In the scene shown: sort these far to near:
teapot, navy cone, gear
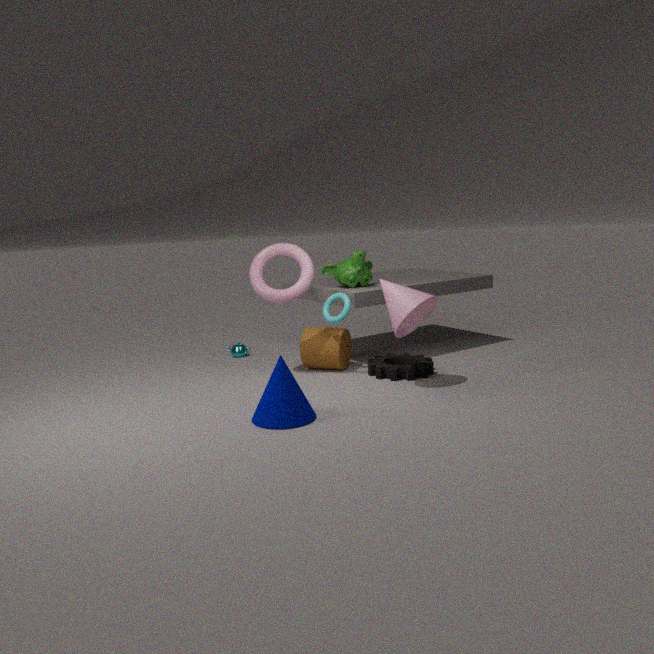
teapot → gear → navy cone
